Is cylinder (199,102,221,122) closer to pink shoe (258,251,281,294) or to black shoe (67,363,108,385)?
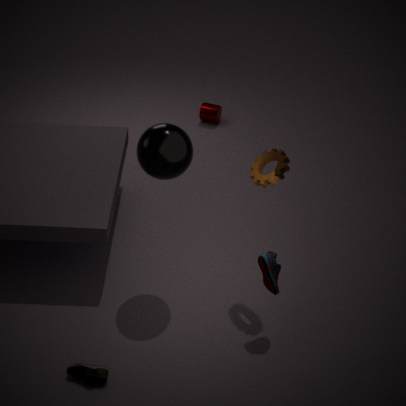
pink shoe (258,251,281,294)
